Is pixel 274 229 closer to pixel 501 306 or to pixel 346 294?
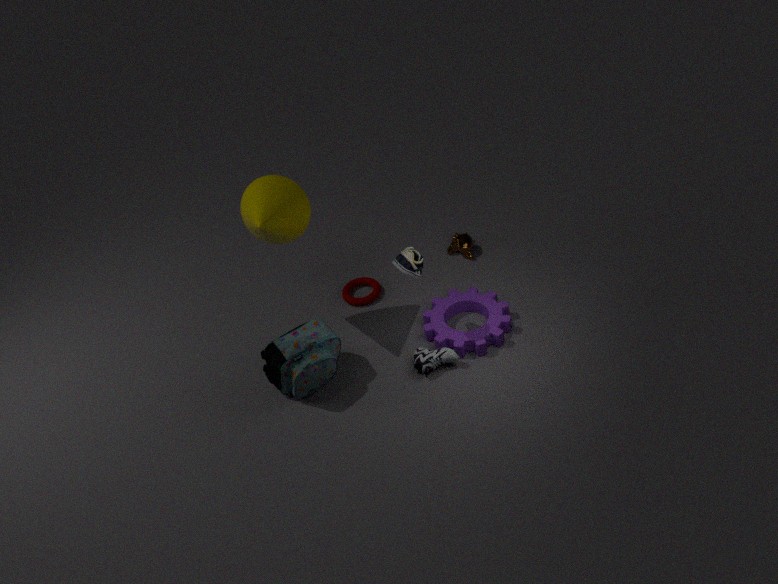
pixel 346 294
